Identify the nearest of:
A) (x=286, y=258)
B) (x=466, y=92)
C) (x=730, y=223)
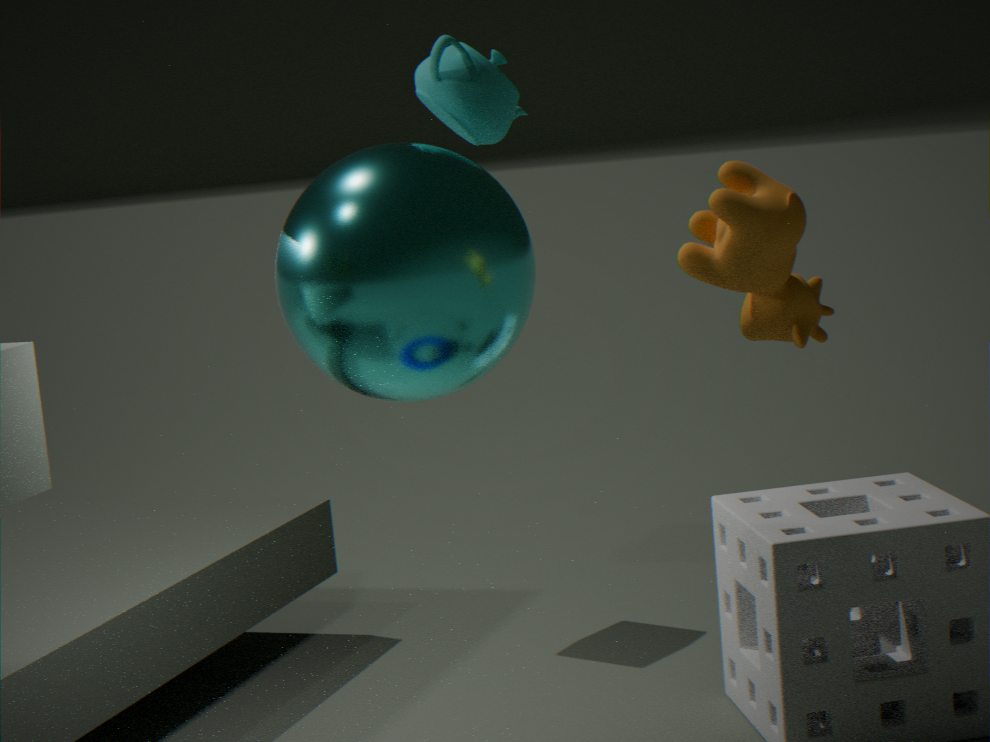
(x=730, y=223)
